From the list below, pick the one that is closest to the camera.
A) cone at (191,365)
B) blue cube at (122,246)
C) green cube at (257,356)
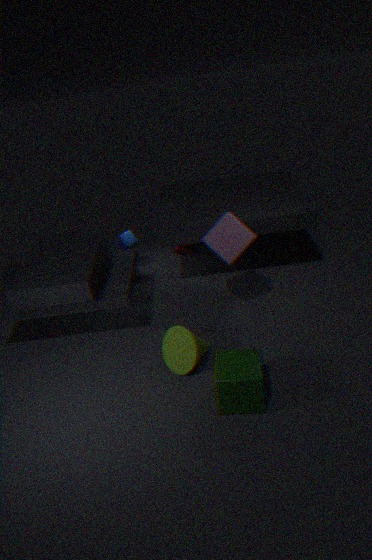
green cube at (257,356)
